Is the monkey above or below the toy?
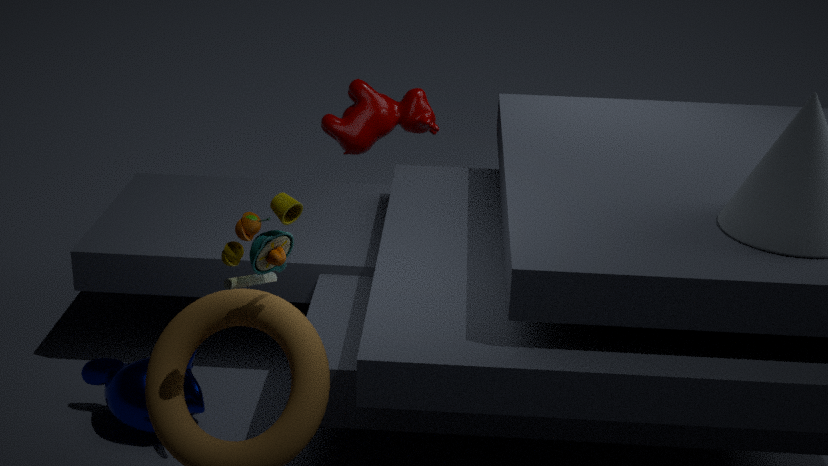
below
